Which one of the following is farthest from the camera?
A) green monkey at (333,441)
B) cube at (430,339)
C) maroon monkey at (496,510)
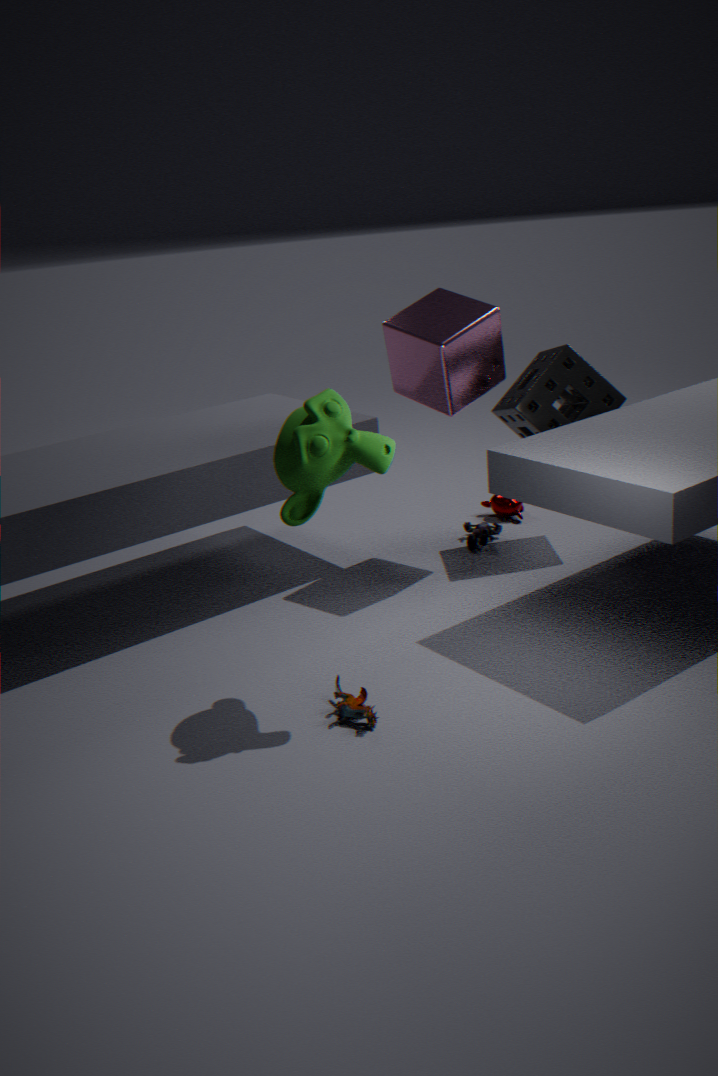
maroon monkey at (496,510)
